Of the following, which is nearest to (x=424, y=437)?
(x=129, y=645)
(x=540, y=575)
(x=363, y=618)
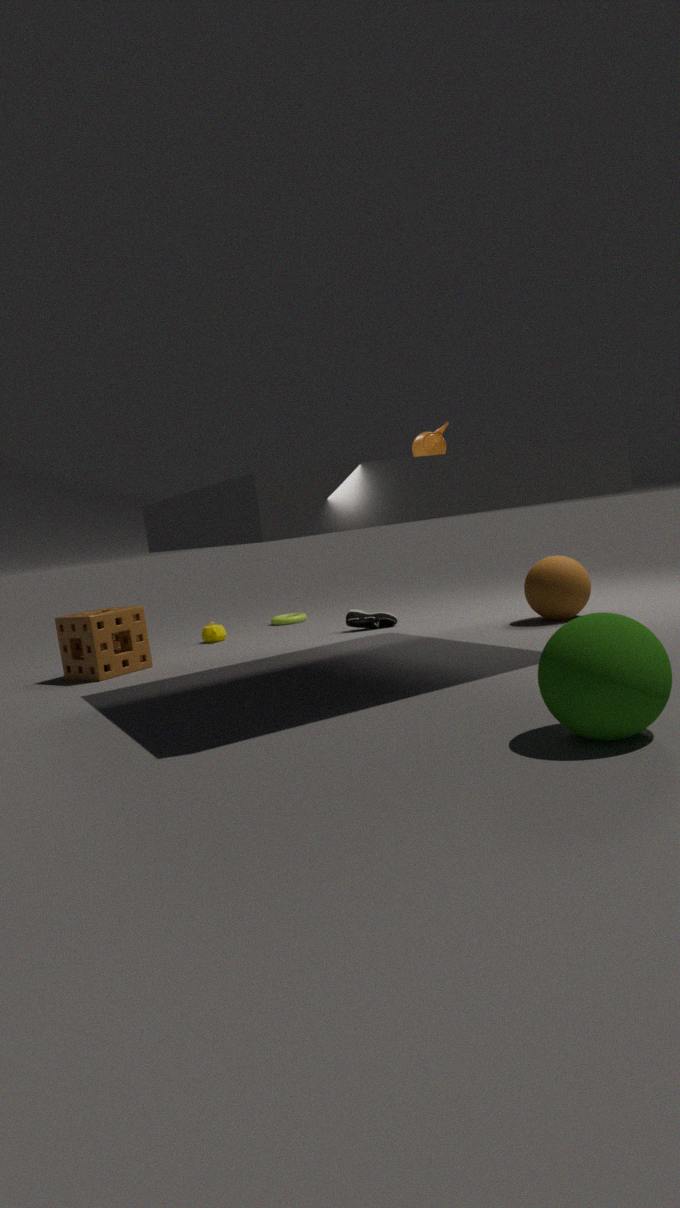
(x=540, y=575)
